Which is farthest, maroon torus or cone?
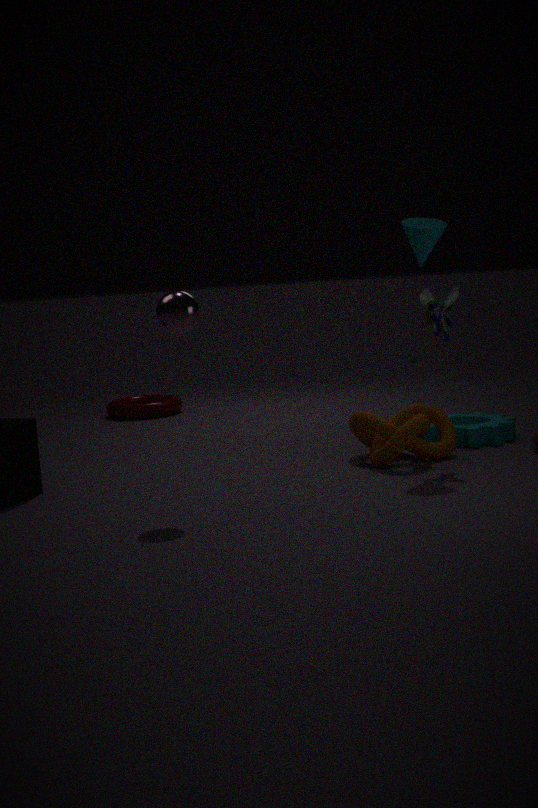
maroon torus
